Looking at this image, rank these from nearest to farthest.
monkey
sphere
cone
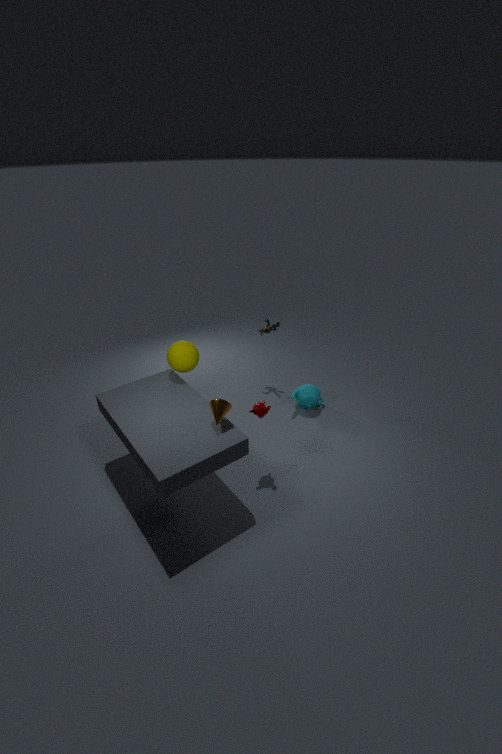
1. cone
2. monkey
3. sphere
